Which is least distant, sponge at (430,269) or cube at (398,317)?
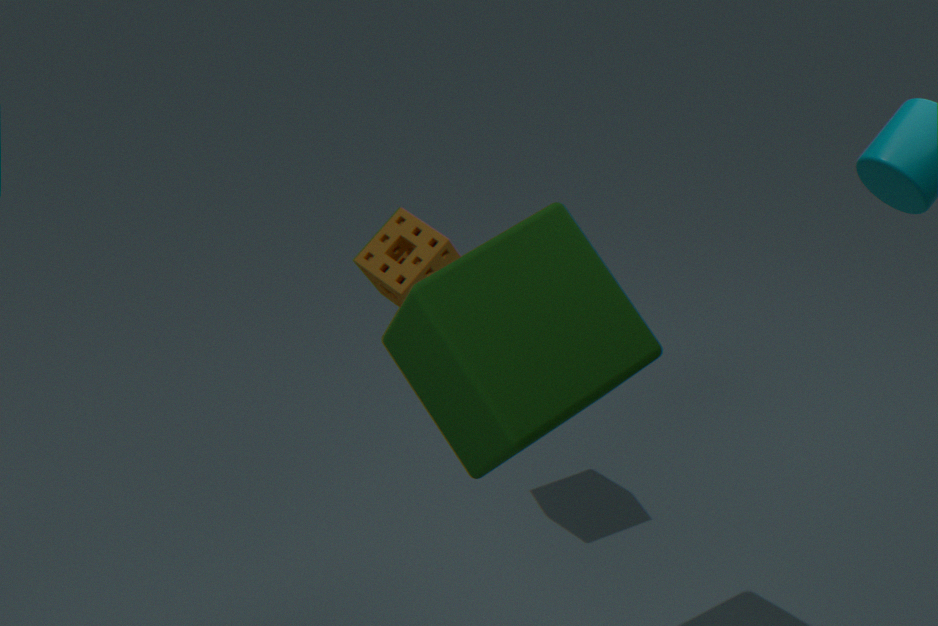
cube at (398,317)
